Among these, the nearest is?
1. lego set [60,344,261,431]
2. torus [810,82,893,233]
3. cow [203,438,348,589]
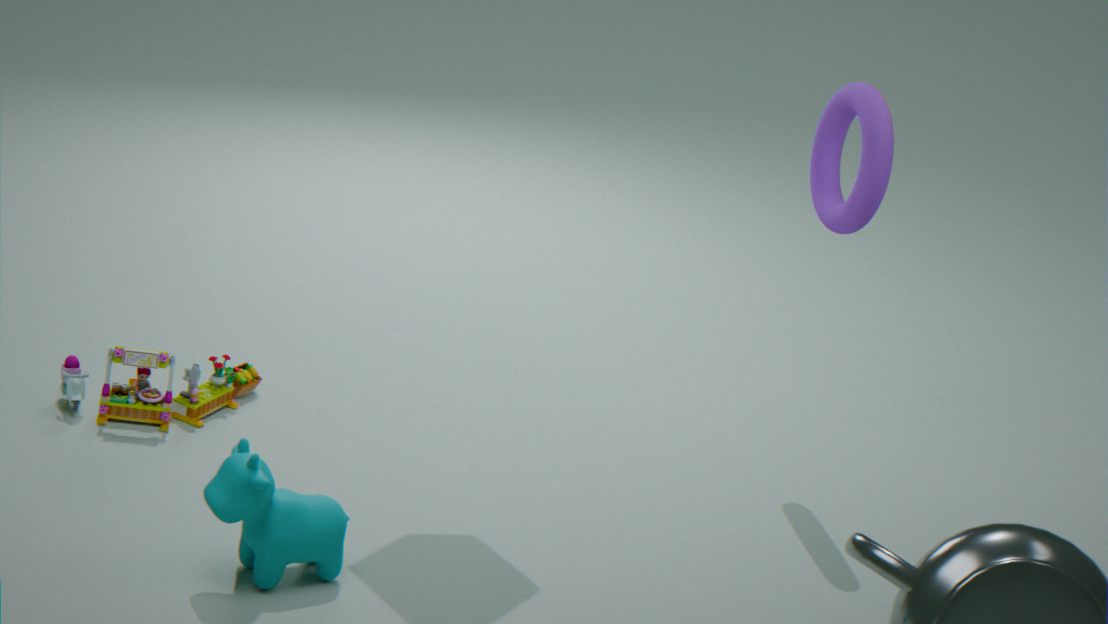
cow [203,438,348,589]
